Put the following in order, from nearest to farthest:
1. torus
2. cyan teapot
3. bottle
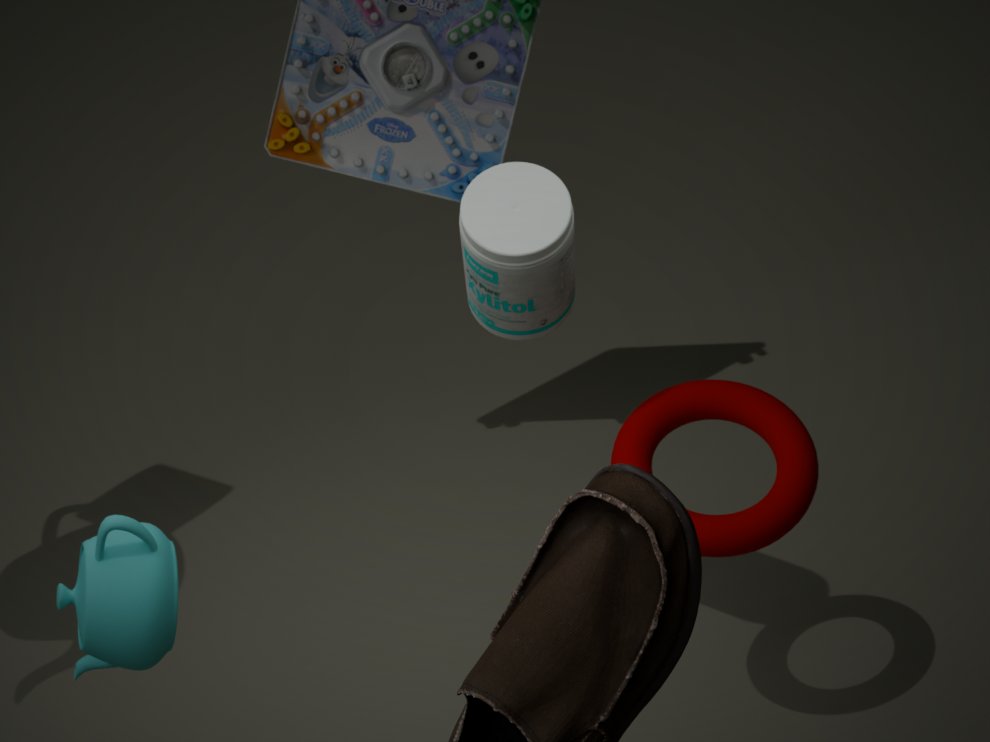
cyan teapot < bottle < torus
